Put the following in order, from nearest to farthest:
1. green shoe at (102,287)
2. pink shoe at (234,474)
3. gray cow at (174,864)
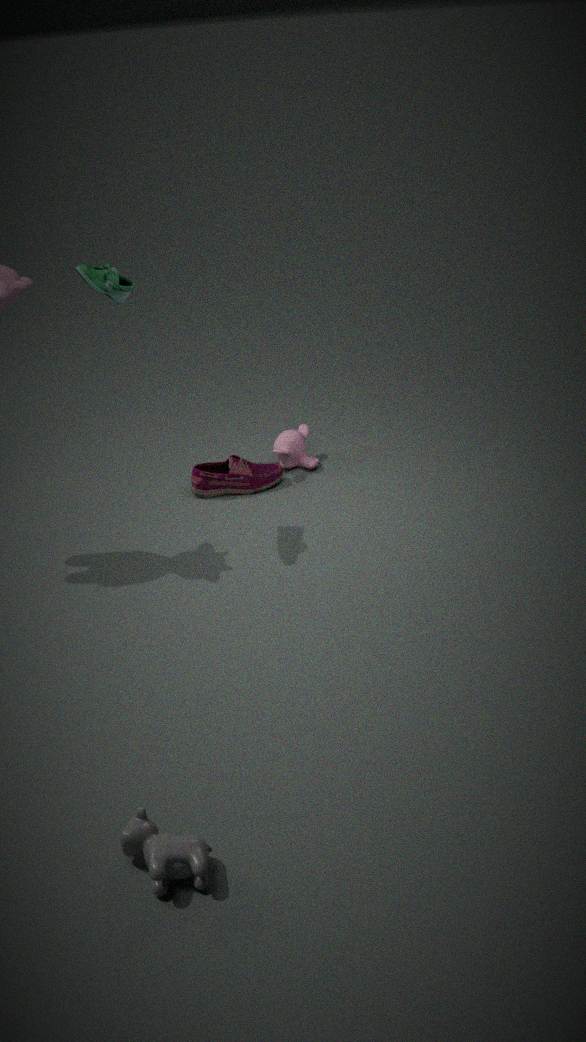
gray cow at (174,864) → green shoe at (102,287) → pink shoe at (234,474)
